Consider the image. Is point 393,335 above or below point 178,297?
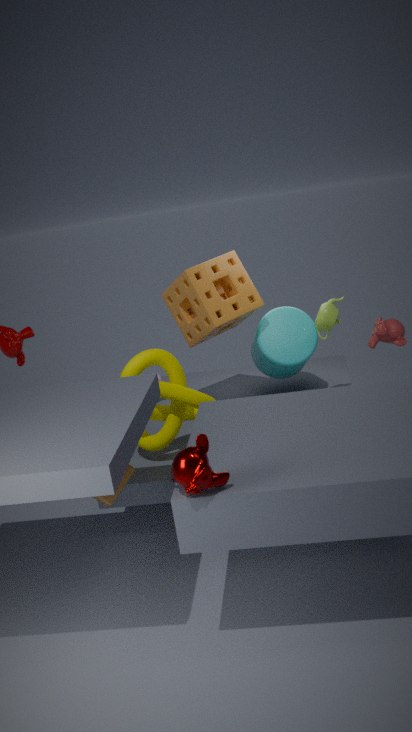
below
